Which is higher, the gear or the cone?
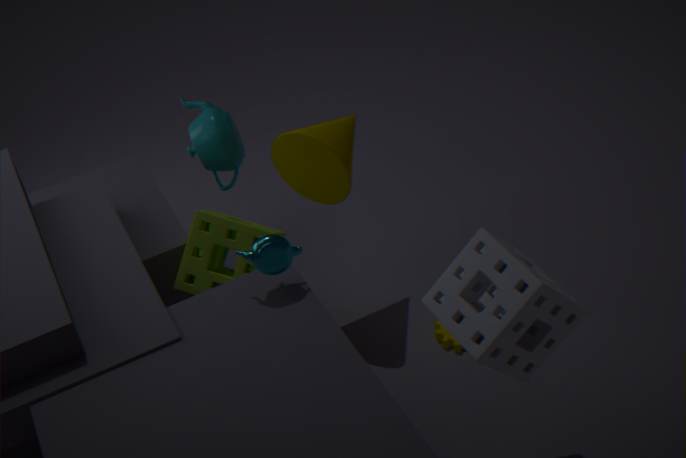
the cone
